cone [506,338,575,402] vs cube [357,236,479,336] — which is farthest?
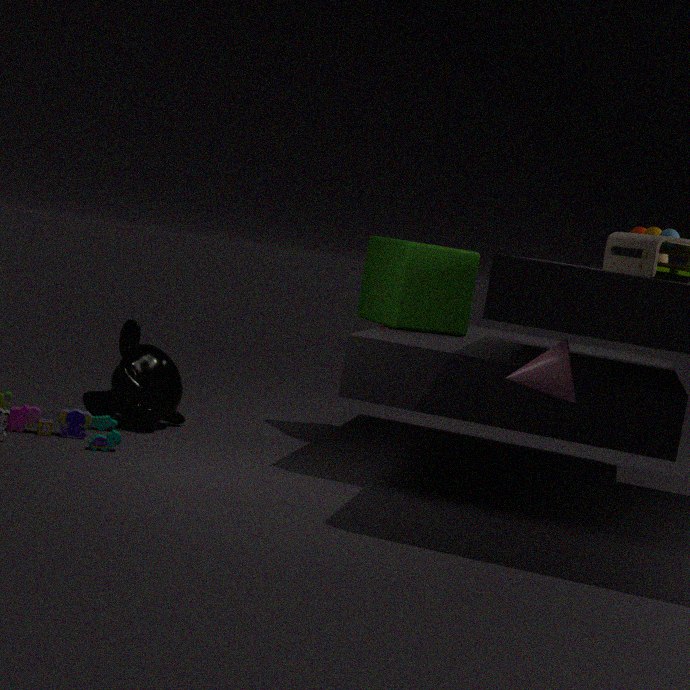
cube [357,236,479,336]
